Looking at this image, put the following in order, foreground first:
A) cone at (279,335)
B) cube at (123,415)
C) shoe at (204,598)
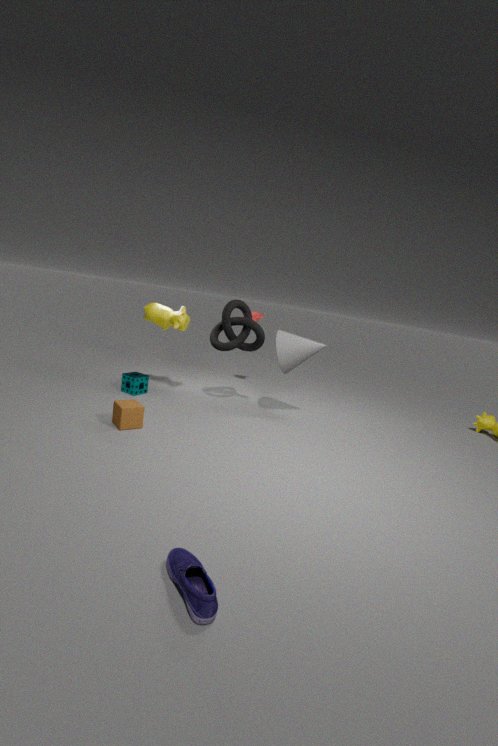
shoe at (204,598), cube at (123,415), cone at (279,335)
